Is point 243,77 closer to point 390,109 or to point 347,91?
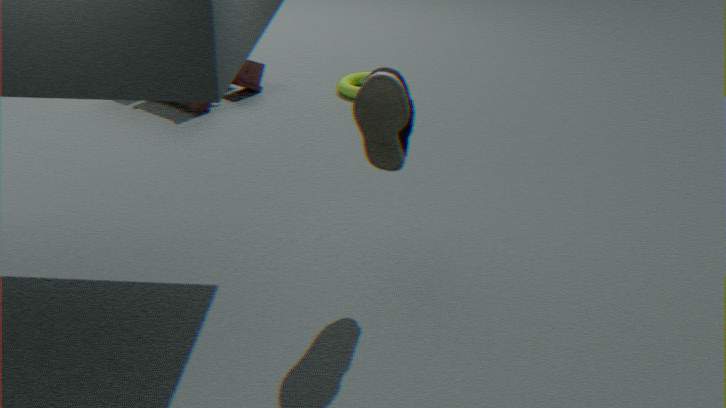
point 347,91
